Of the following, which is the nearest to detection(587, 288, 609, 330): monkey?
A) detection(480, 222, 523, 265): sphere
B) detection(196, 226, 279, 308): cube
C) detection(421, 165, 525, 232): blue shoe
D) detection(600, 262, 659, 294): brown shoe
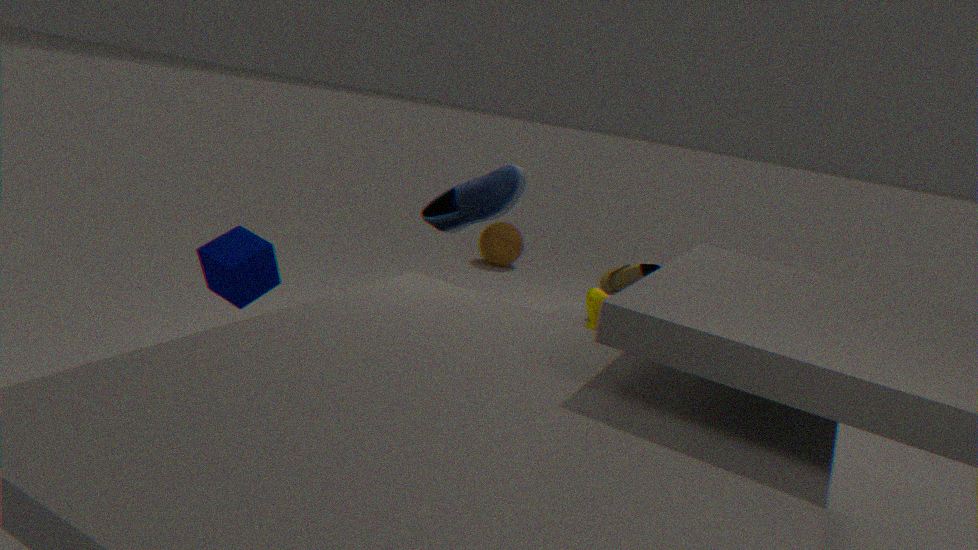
detection(600, 262, 659, 294): brown shoe
